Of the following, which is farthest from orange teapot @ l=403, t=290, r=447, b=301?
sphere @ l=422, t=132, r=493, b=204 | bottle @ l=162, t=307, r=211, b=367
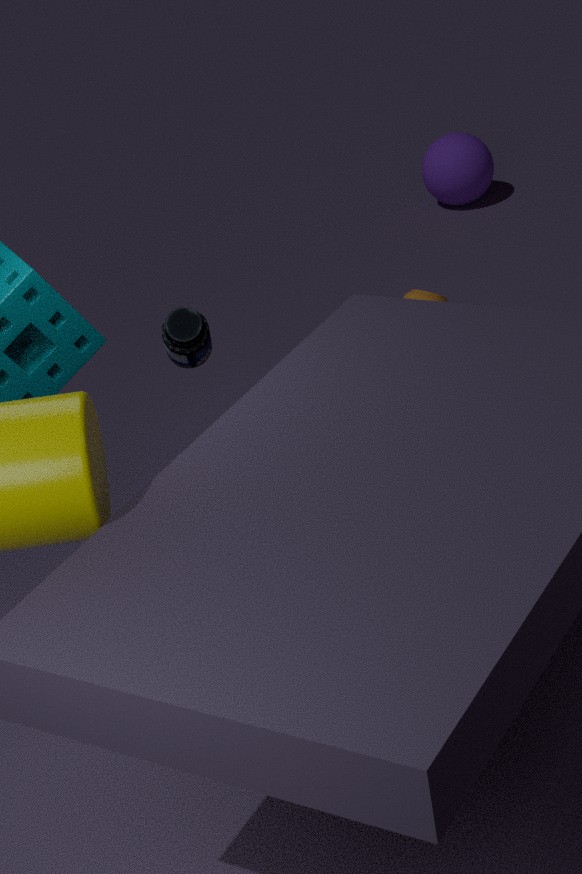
sphere @ l=422, t=132, r=493, b=204
